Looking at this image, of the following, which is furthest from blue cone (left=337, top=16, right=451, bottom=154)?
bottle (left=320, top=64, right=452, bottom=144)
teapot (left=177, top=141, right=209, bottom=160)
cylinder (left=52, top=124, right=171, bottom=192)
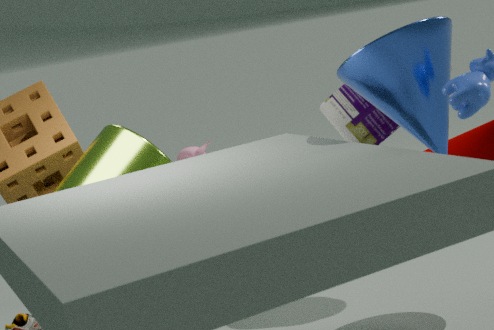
teapot (left=177, top=141, right=209, bottom=160)
